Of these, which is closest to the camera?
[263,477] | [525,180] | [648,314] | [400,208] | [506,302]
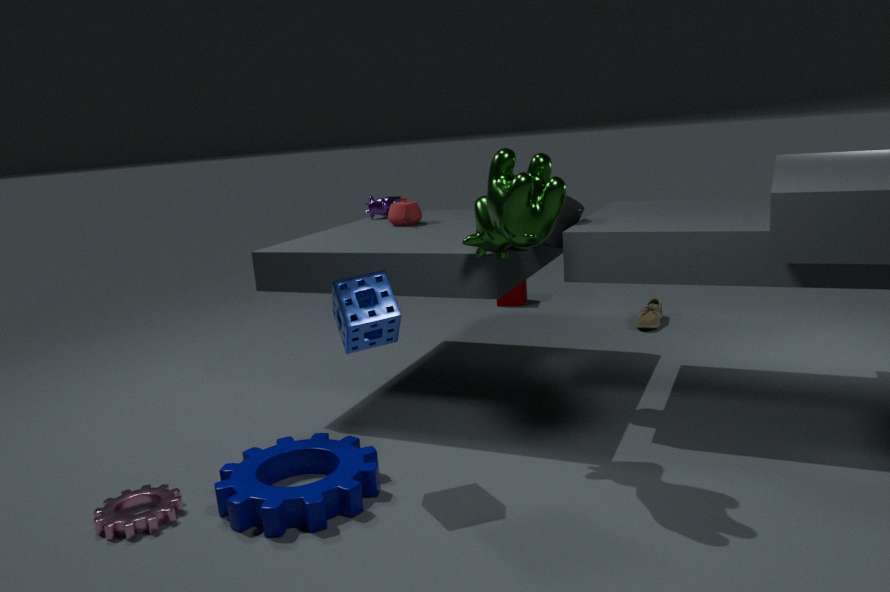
[525,180]
